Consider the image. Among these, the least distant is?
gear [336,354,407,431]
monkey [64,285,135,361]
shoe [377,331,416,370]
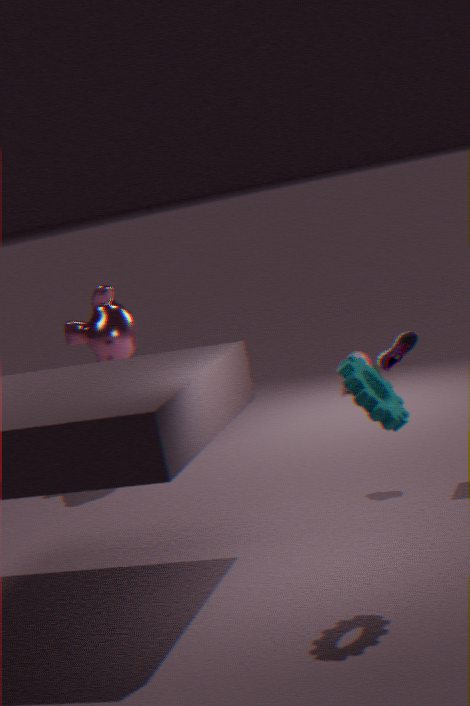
gear [336,354,407,431]
